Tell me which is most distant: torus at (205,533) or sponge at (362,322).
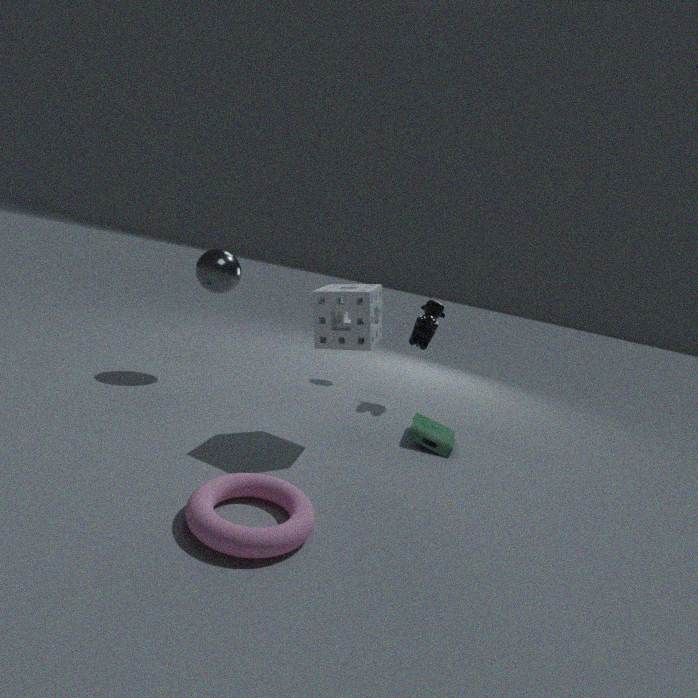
sponge at (362,322)
